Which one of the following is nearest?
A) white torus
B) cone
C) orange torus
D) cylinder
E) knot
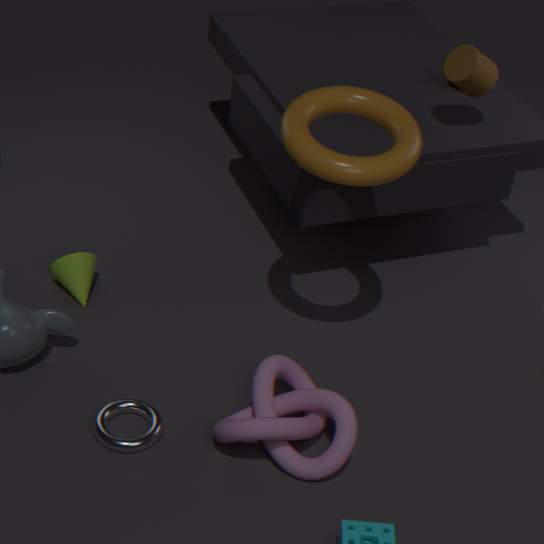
orange torus
